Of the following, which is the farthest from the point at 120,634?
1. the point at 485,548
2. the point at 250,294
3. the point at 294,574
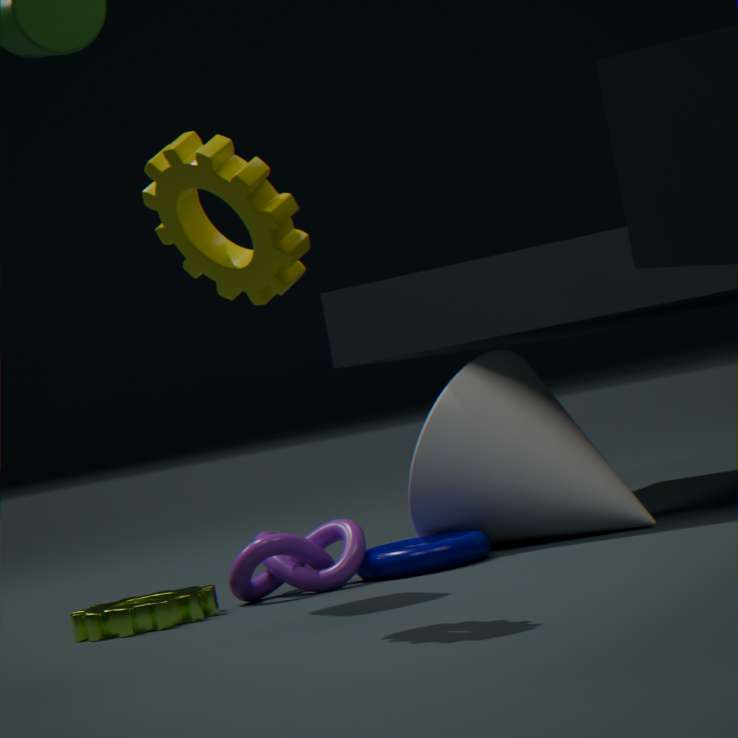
the point at 250,294
